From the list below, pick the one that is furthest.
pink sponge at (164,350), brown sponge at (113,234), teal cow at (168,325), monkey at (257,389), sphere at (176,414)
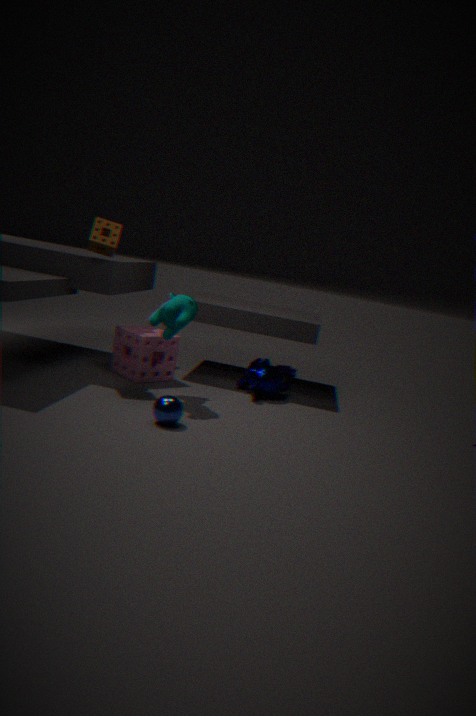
monkey at (257,389)
